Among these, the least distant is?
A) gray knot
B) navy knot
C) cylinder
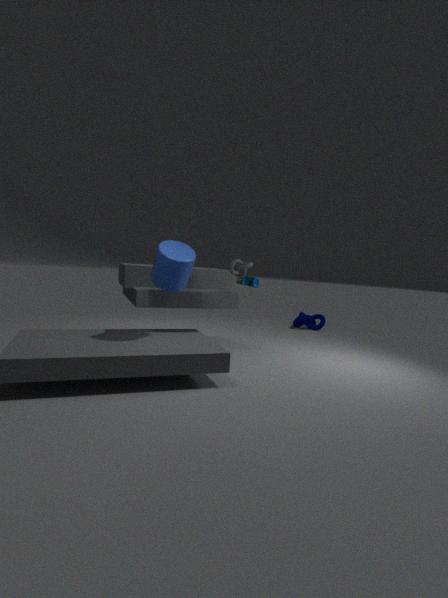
cylinder
